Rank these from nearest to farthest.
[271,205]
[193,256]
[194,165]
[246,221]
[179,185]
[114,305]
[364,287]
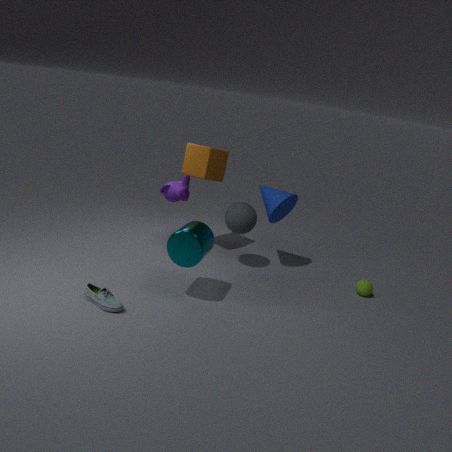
[114,305] → [193,256] → [364,287] → [246,221] → [271,205] → [194,165] → [179,185]
